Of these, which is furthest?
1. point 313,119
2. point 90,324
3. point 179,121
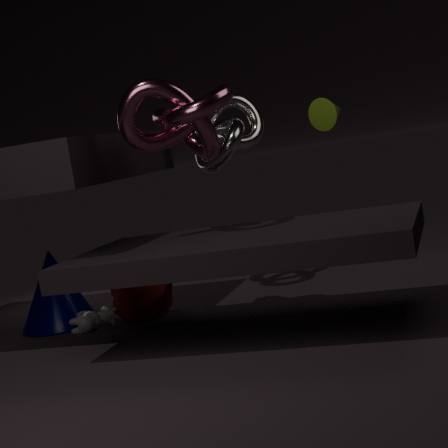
point 313,119
